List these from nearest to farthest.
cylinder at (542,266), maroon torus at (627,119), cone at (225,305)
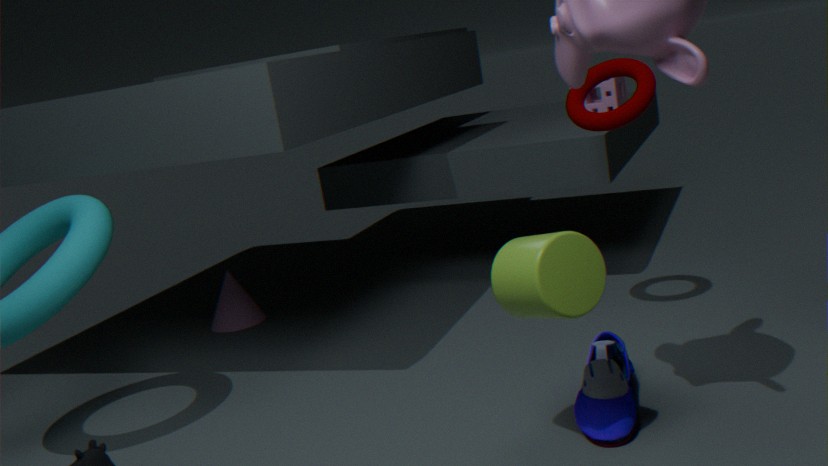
cylinder at (542,266), maroon torus at (627,119), cone at (225,305)
